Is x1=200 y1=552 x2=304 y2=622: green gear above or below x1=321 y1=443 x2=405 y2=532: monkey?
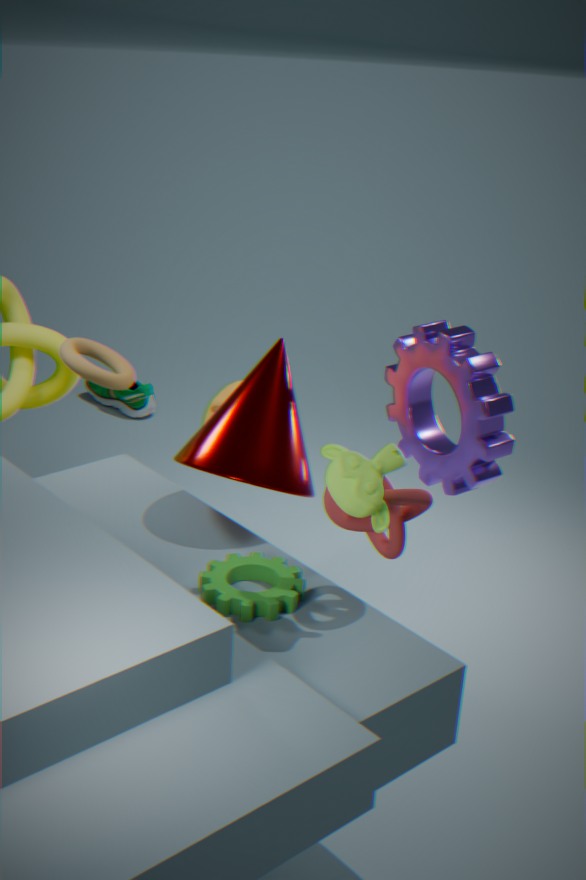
below
